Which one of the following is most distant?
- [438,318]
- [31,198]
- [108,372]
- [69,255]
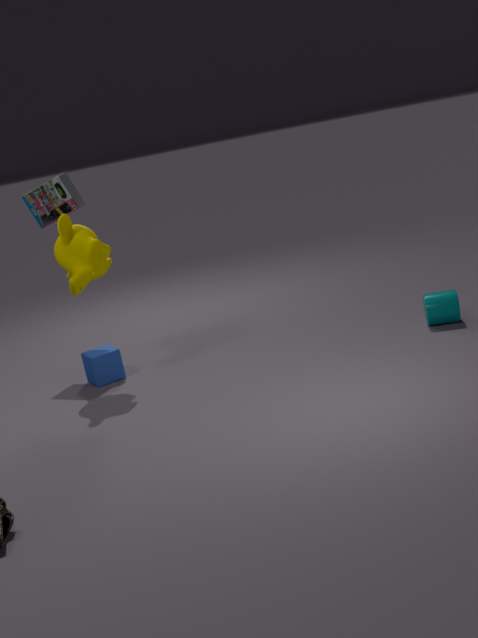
[31,198]
